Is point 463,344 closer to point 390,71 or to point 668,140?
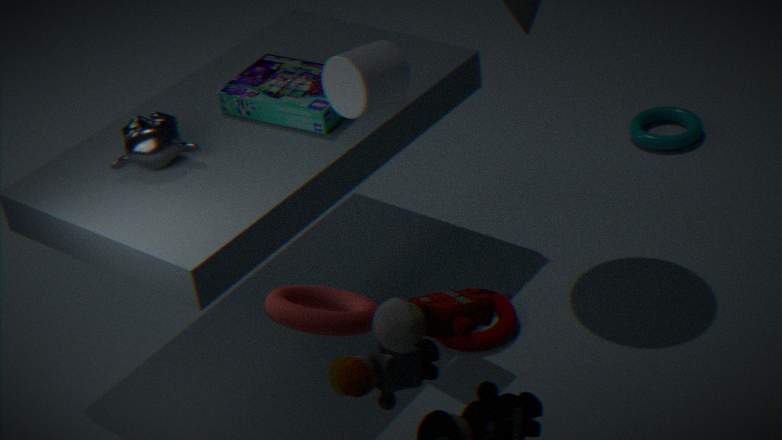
point 390,71
